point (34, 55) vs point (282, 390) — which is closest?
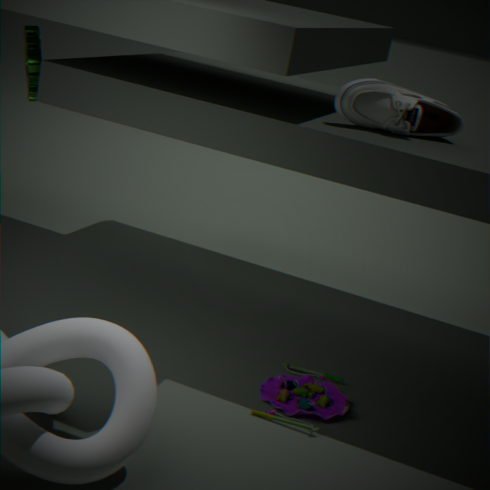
point (282, 390)
